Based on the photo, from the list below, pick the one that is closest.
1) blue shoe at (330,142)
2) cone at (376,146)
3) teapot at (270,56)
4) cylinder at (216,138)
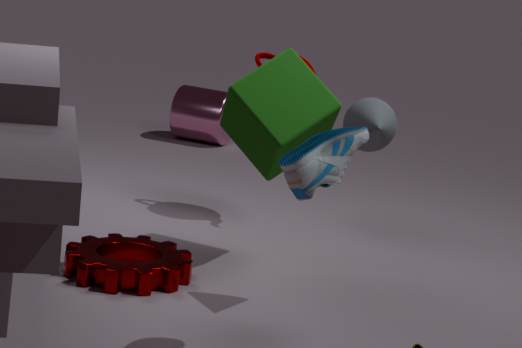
1. blue shoe at (330,142)
